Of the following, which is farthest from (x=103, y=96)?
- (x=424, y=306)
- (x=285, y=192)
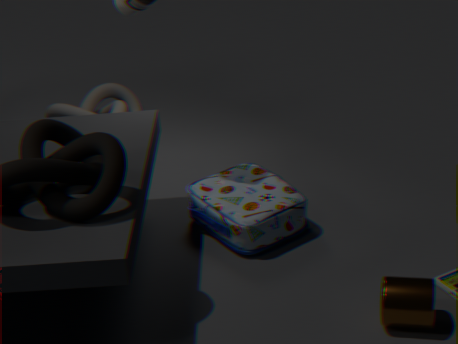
(x=424, y=306)
